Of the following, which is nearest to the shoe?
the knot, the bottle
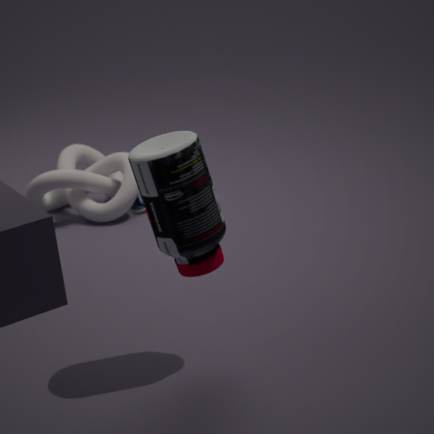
the knot
